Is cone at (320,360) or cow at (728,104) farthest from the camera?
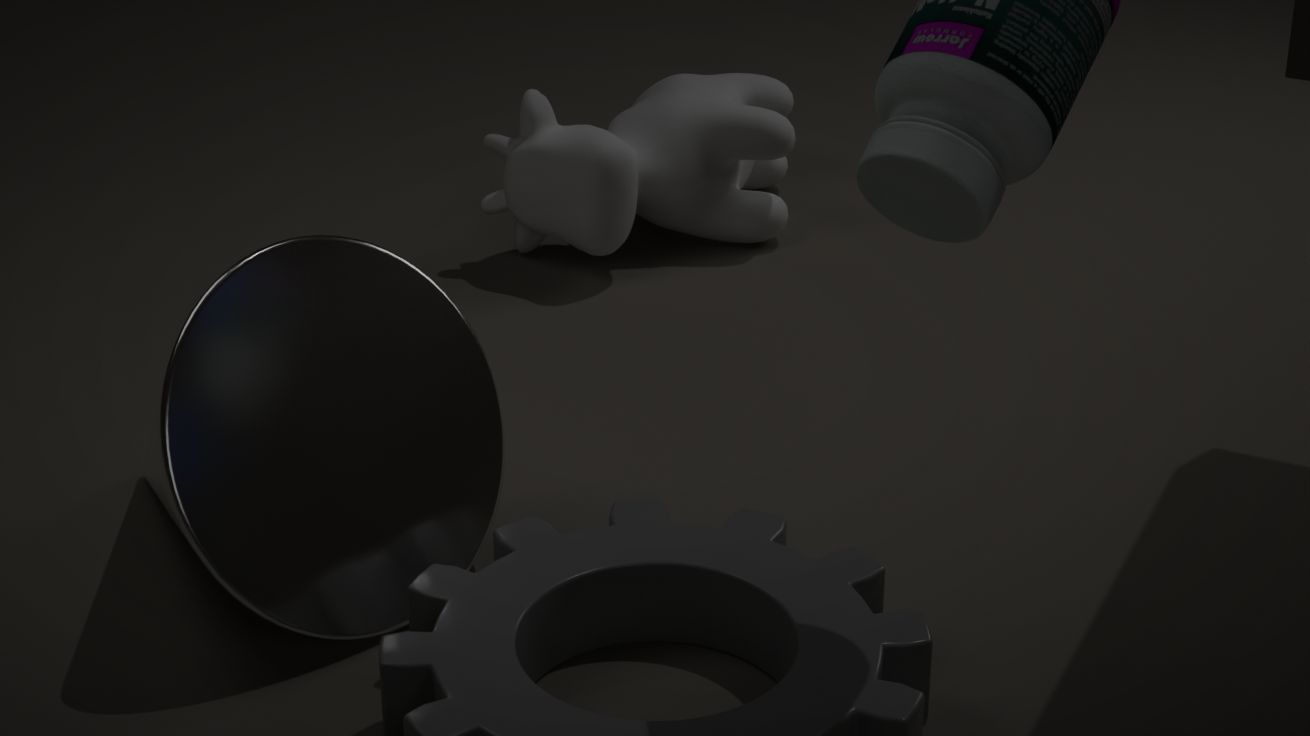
cow at (728,104)
